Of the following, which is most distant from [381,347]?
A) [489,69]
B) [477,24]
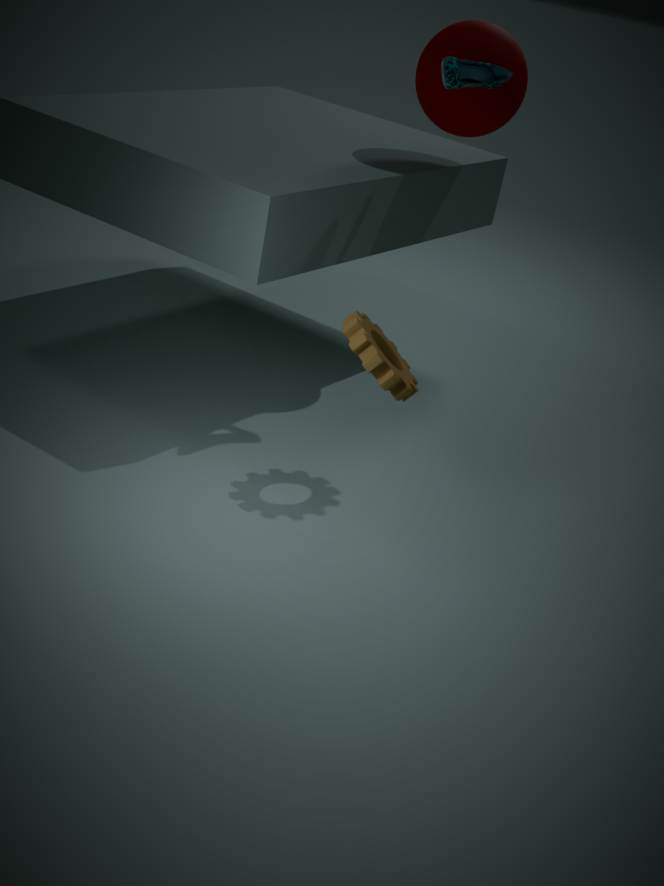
[477,24]
